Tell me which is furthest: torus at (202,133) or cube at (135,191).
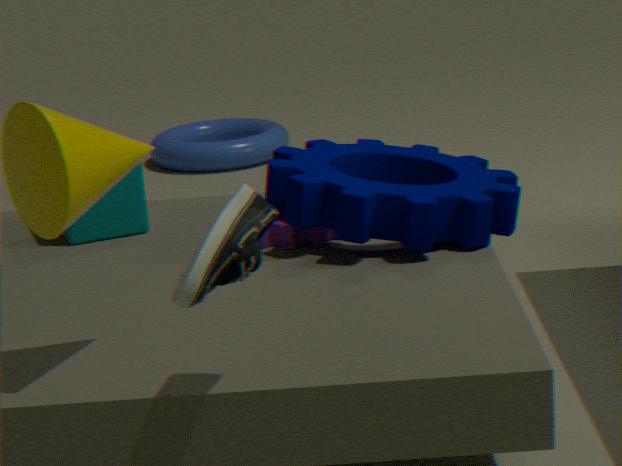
torus at (202,133)
